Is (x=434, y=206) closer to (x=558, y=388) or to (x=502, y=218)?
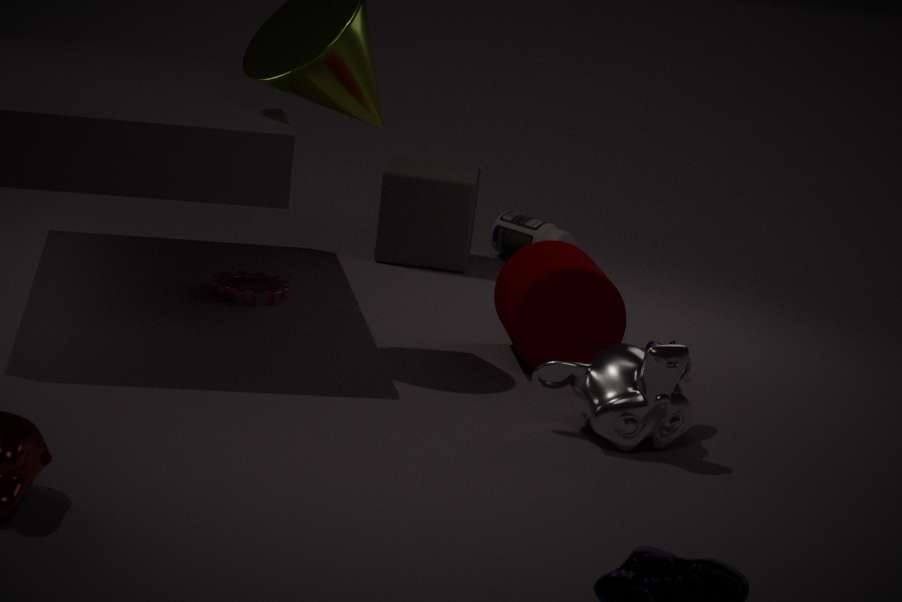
(x=502, y=218)
